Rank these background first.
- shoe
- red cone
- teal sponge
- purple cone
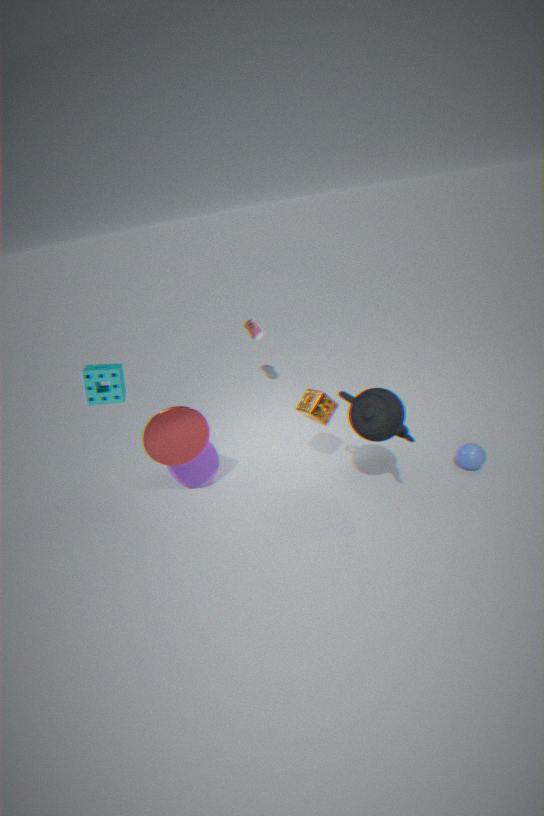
1. shoe
2. purple cone
3. red cone
4. teal sponge
